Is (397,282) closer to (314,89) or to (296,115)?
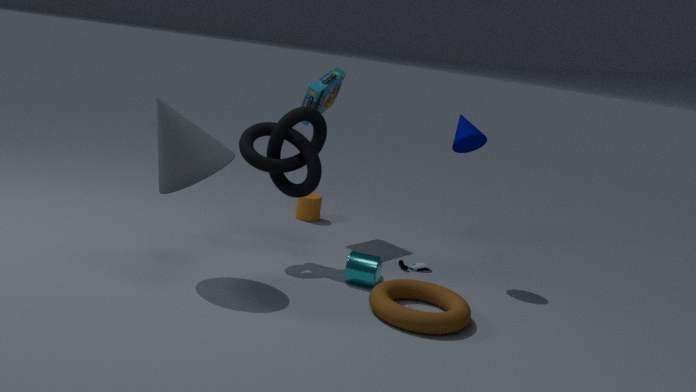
(296,115)
